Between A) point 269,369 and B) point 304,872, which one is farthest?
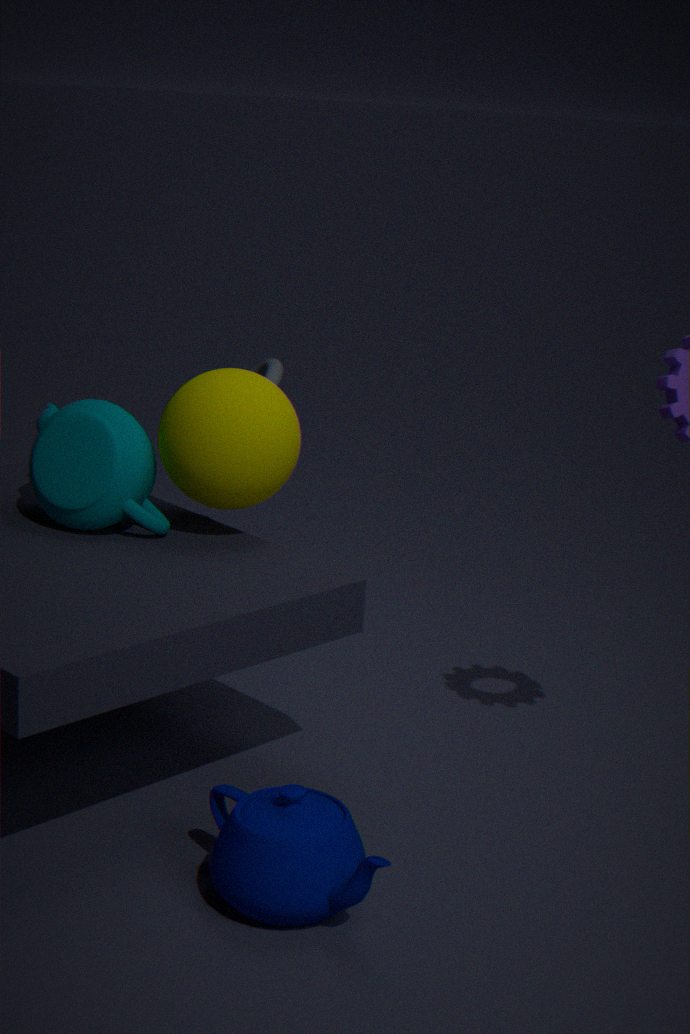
A. point 269,369
